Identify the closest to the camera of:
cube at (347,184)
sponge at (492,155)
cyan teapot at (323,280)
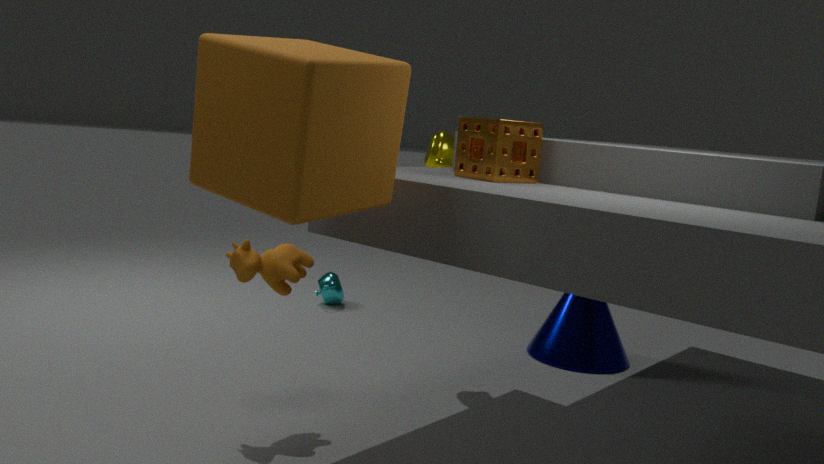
cube at (347,184)
